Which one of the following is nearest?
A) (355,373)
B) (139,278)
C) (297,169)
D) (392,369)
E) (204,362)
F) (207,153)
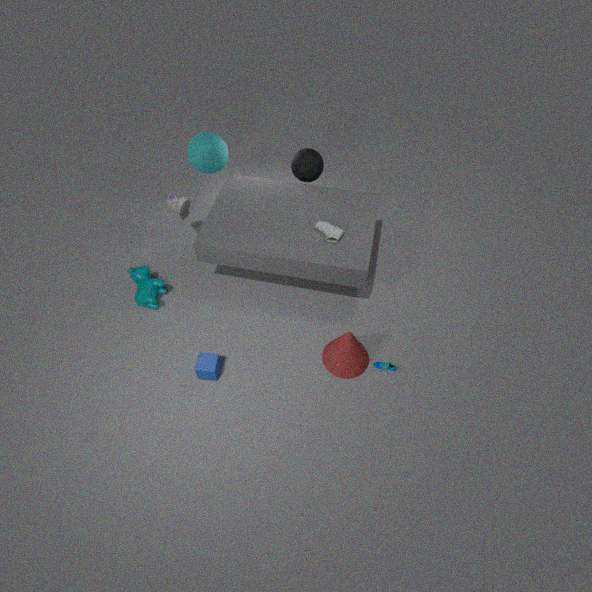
(204,362)
